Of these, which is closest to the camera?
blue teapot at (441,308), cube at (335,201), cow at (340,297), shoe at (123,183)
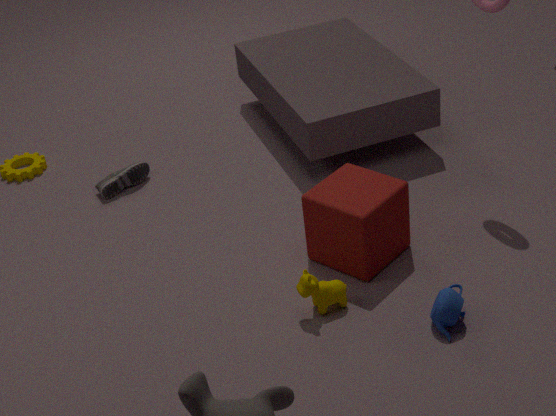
blue teapot at (441,308)
